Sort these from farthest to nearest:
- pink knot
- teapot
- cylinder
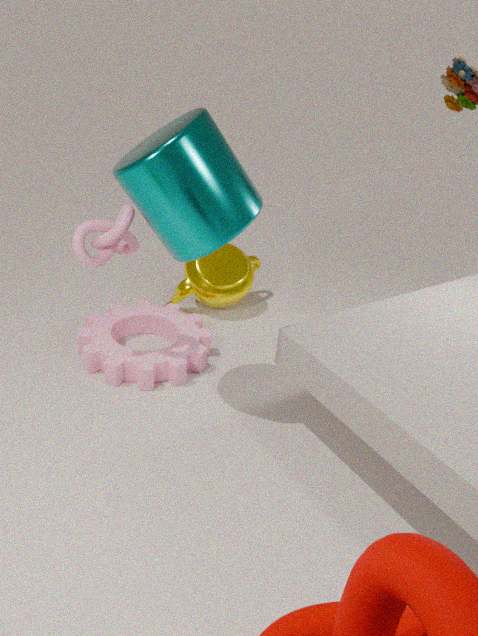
teapot < pink knot < cylinder
